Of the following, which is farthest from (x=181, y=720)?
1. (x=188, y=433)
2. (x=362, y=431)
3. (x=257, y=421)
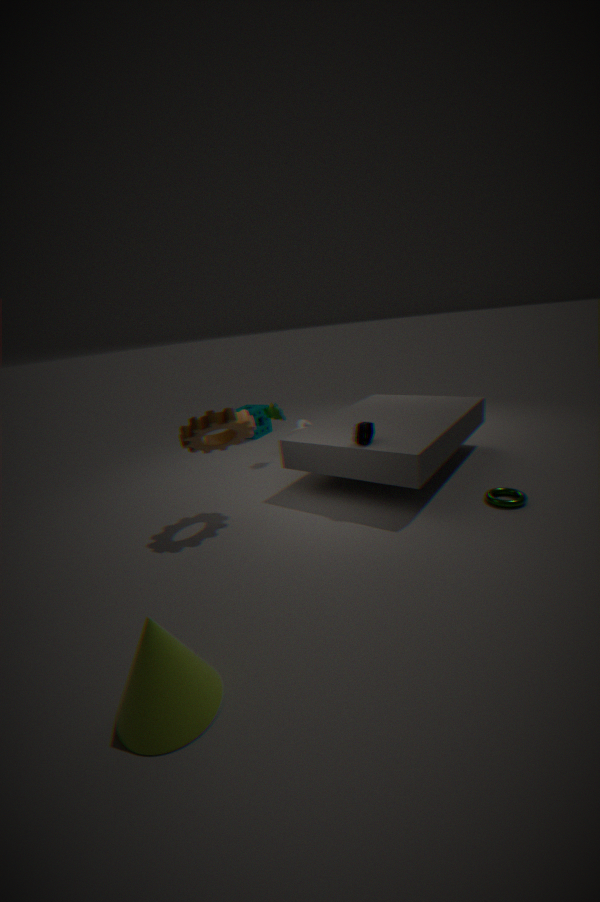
(x=257, y=421)
